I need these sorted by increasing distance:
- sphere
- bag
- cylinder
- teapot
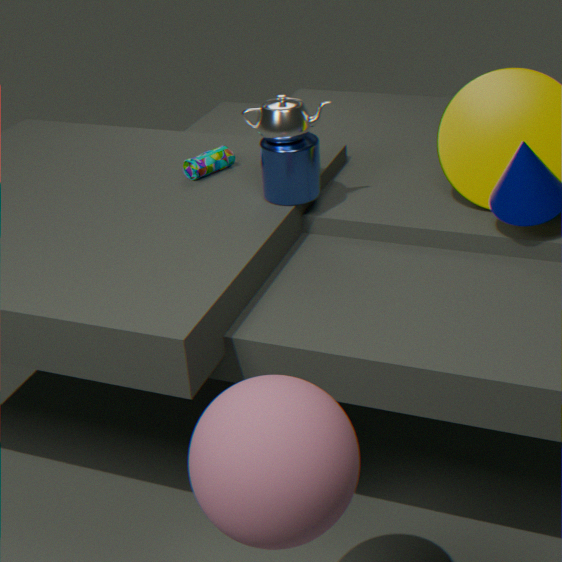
sphere → teapot → cylinder → bag
